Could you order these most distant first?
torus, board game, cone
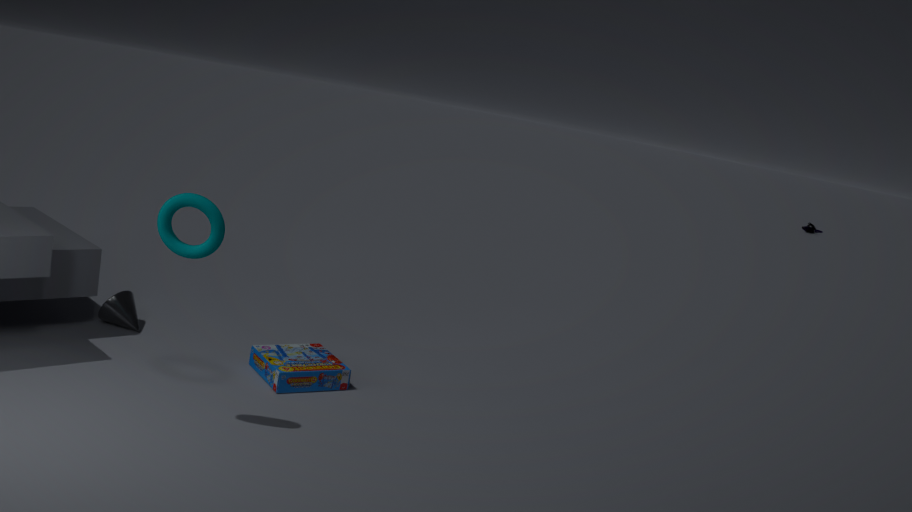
cone, board game, torus
